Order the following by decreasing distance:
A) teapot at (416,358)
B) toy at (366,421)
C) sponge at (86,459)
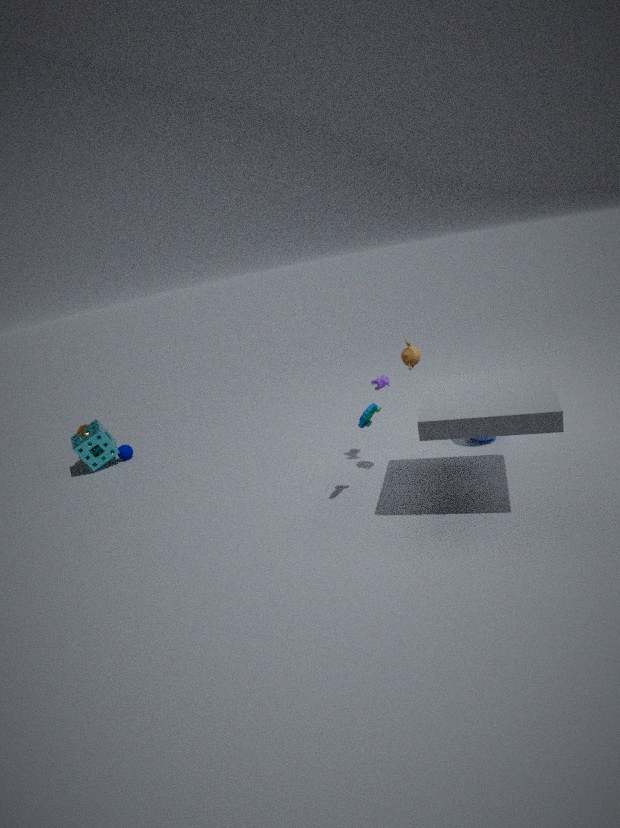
sponge at (86,459) < teapot at (416,358) < toy at (366,421)
